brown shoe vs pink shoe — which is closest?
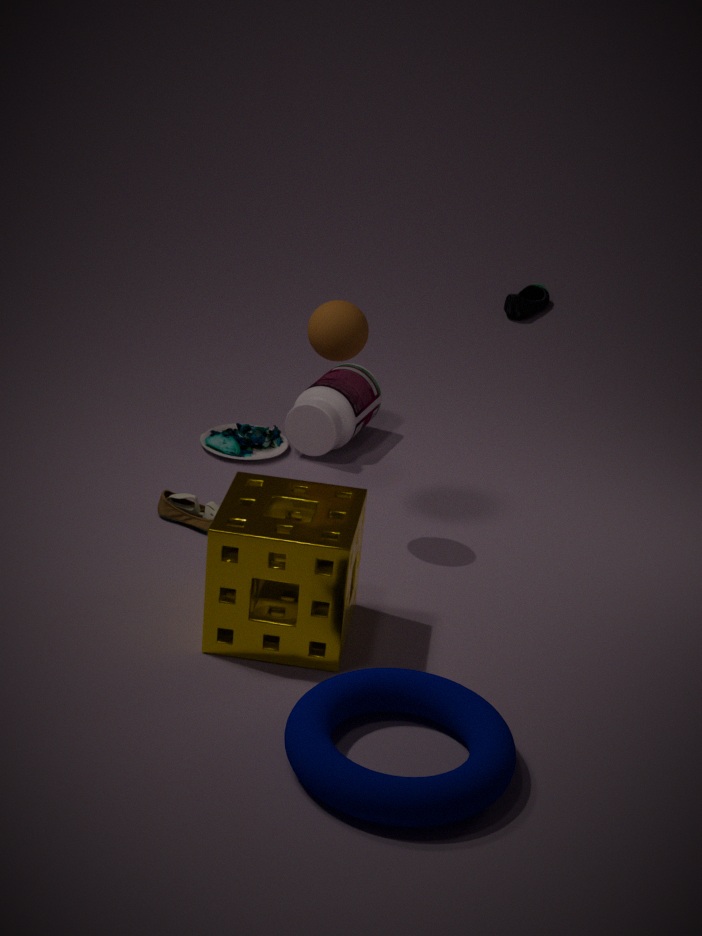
brown shoe
